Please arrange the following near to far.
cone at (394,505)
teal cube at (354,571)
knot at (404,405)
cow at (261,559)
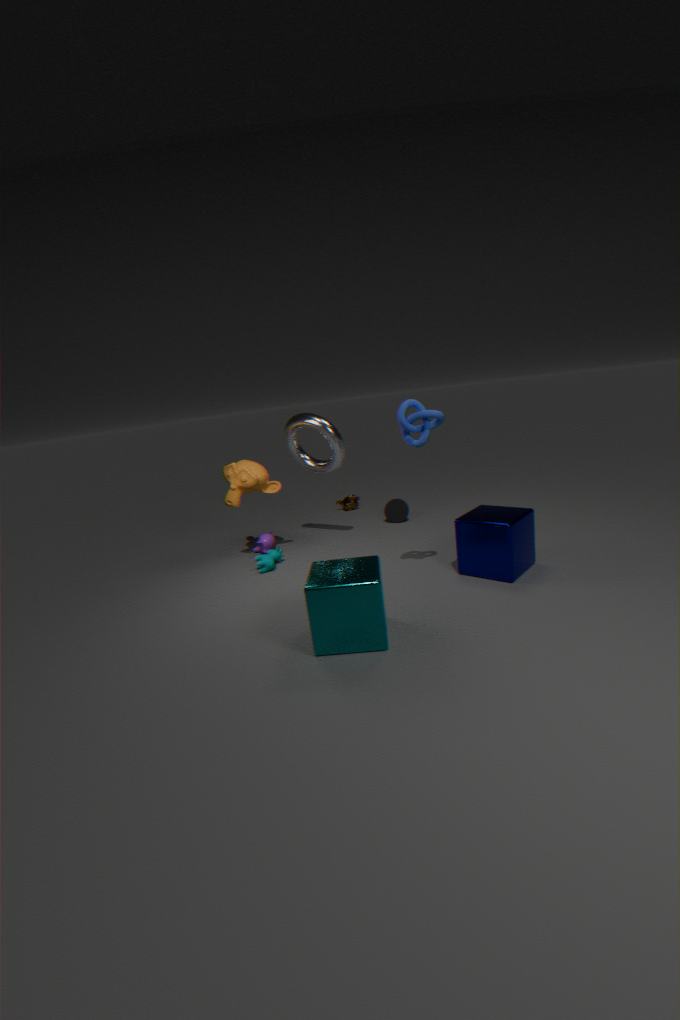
teal cube at (354,571), knot at (404,405), cow at (261,559), cone at (394,505)
